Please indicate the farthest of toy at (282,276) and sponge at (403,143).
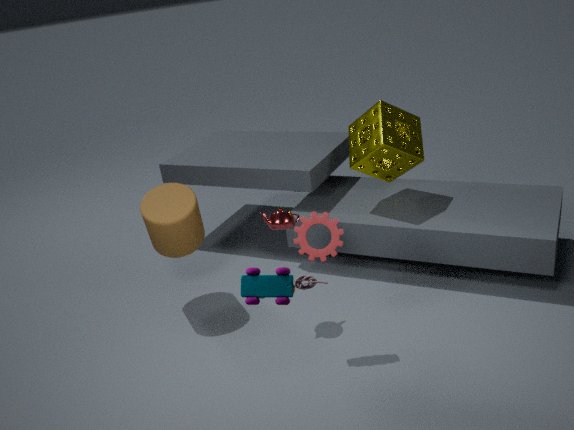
sponge at (403,143)
